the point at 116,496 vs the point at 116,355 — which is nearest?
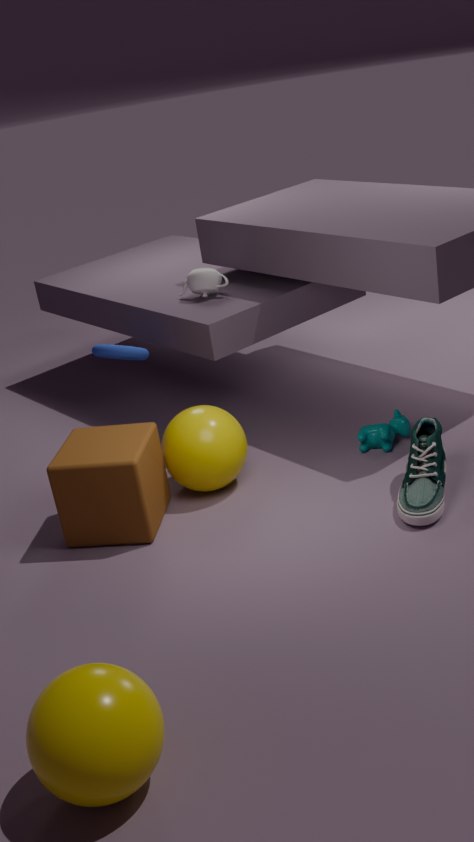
the point at 116,496
